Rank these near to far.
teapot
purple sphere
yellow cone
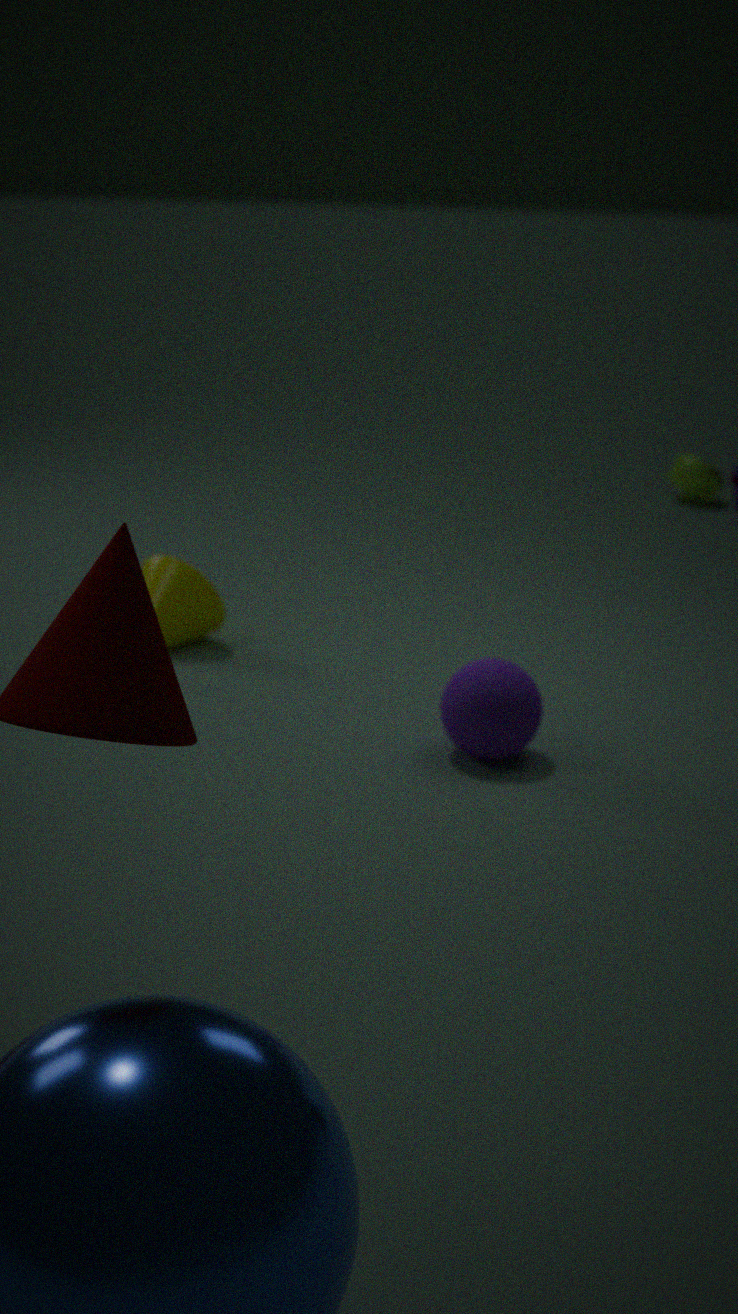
purple sphere → yellow cone → teapot
